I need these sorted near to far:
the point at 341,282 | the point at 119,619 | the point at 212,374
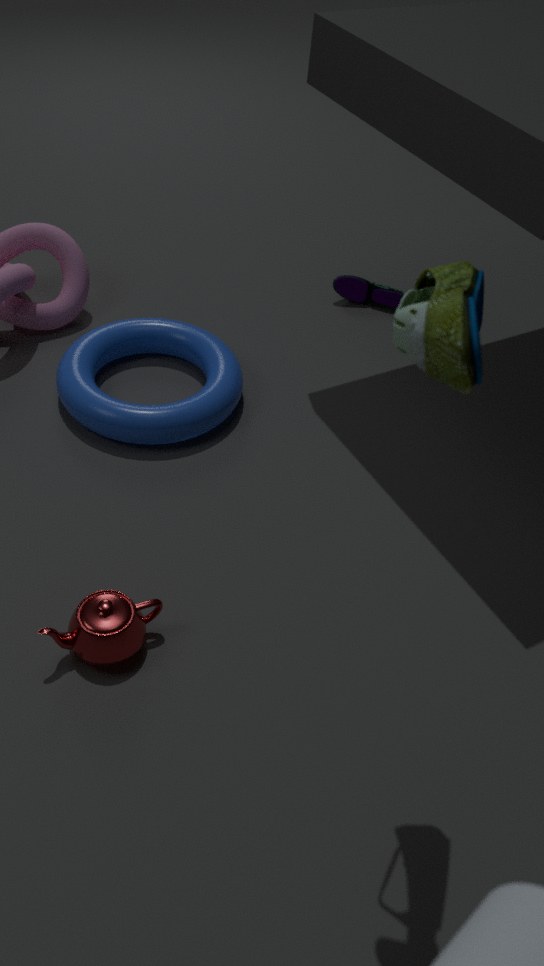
1. the point at 119,619
2. the point at 212,374
3. the point at 341,282
